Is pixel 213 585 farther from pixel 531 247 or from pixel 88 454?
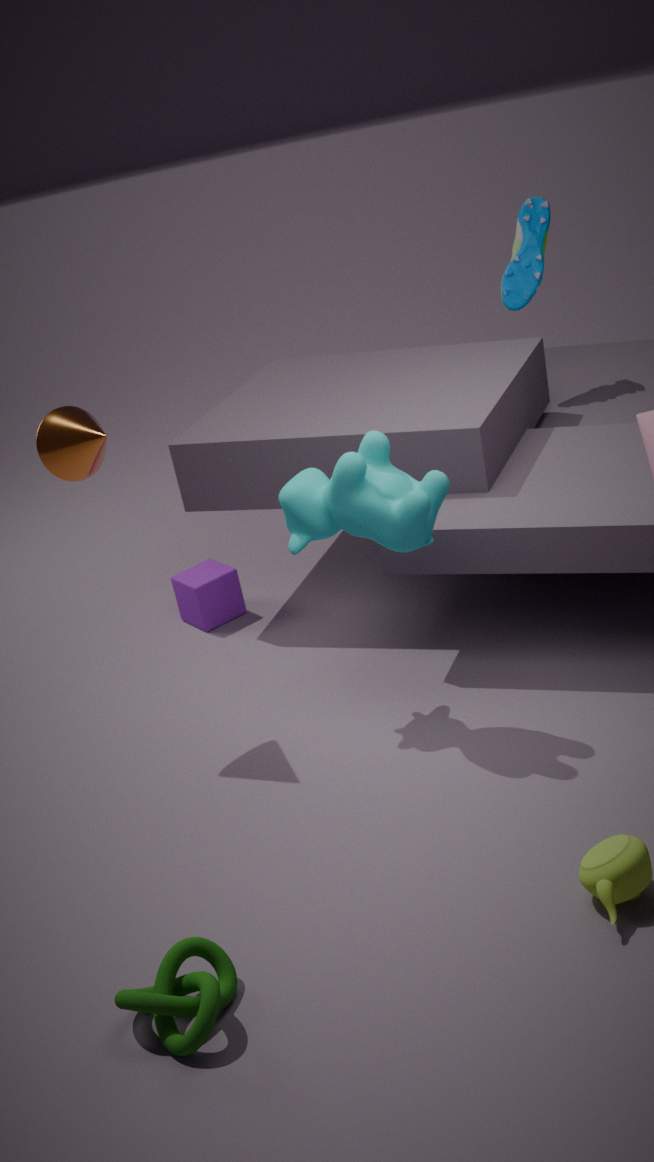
pixel 531 247
